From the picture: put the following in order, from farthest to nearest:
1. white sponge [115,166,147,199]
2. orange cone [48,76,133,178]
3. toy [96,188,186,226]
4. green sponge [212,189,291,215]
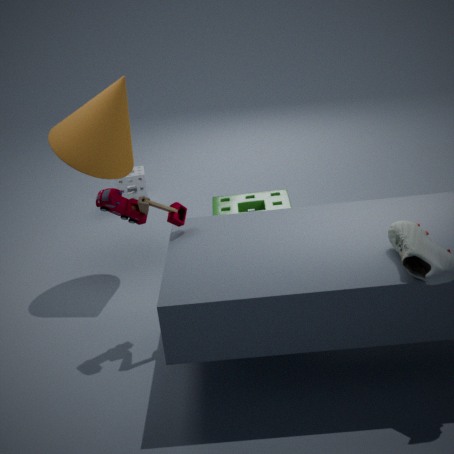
white sponge [115,166,147,199] → orange cone [48,76,133,178] → green sponge [212,189,291,215] → toy [96,188,186,226]
